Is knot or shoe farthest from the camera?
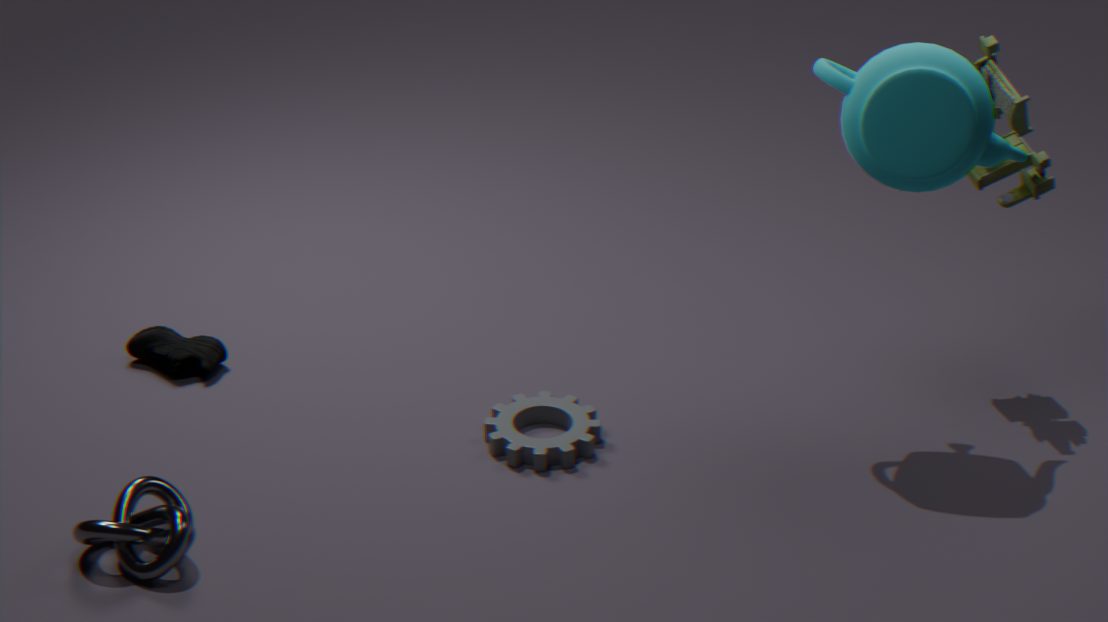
shoe
